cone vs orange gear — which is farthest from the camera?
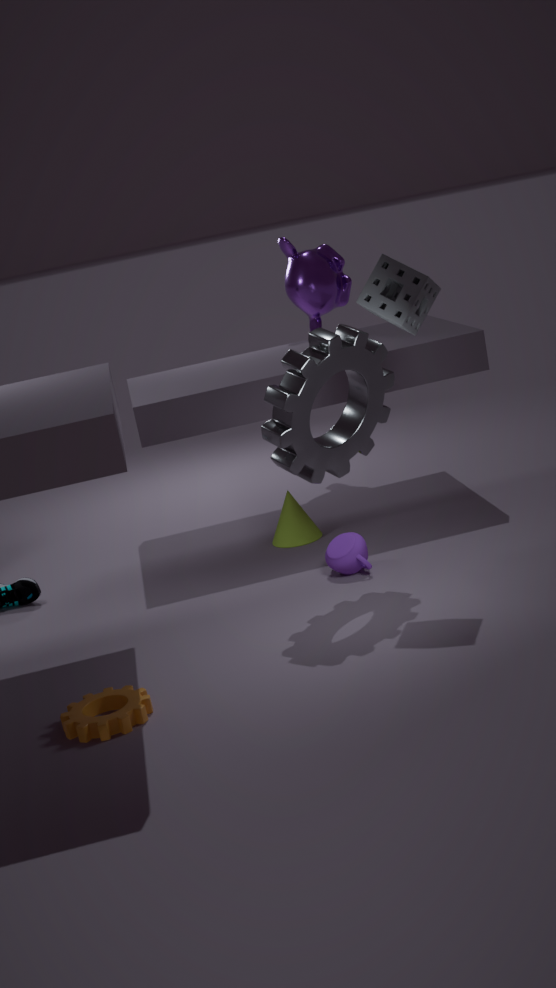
cone
